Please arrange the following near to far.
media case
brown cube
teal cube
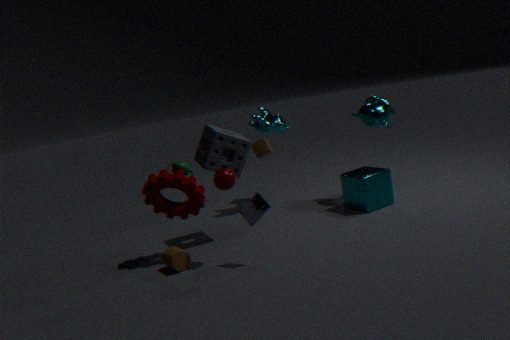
1. media case
2. teal cube
3. brown cube
